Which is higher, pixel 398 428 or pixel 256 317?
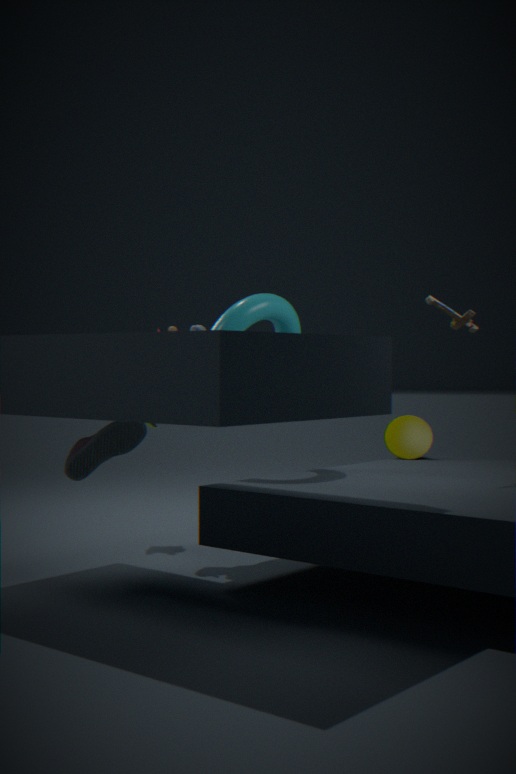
pixel 256 317
